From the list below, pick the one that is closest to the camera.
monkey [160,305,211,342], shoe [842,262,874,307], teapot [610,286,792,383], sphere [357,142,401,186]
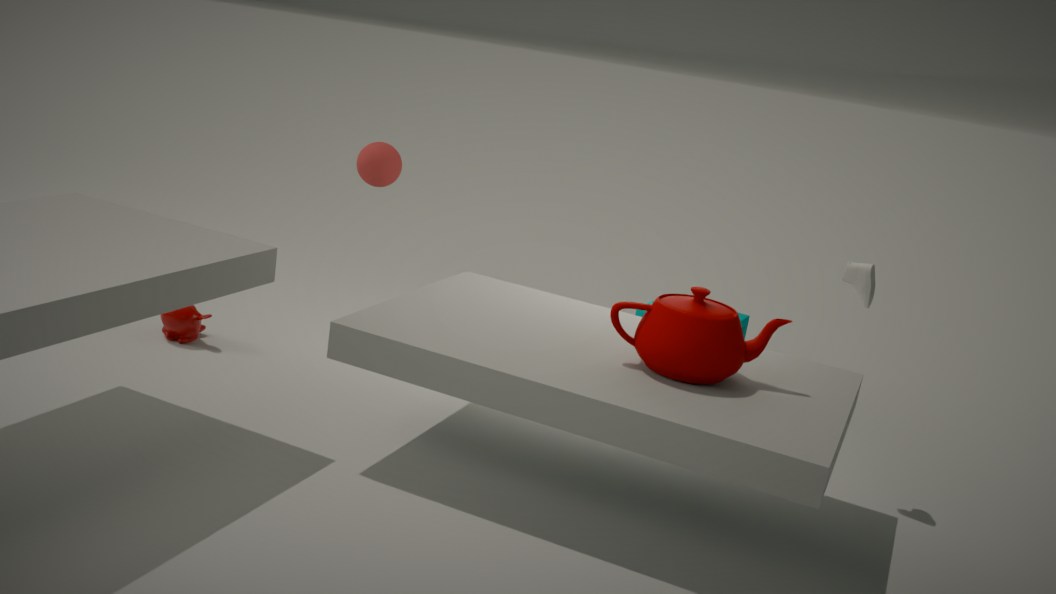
teapot [610,286,792,383]
